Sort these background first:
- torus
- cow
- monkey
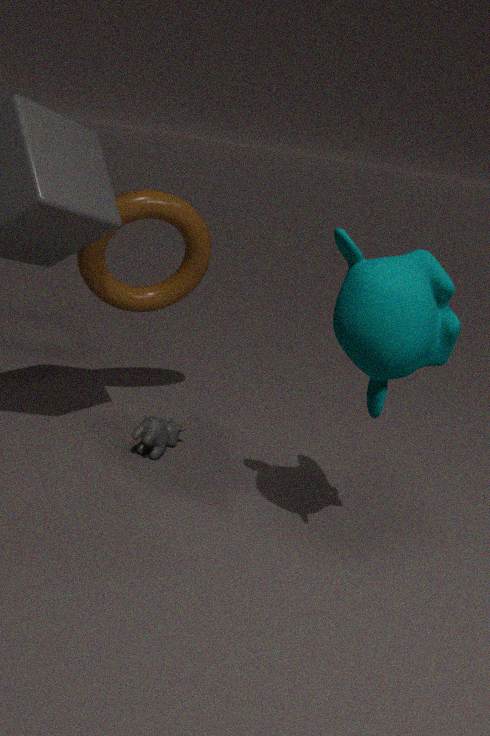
cow, torus, monkey
